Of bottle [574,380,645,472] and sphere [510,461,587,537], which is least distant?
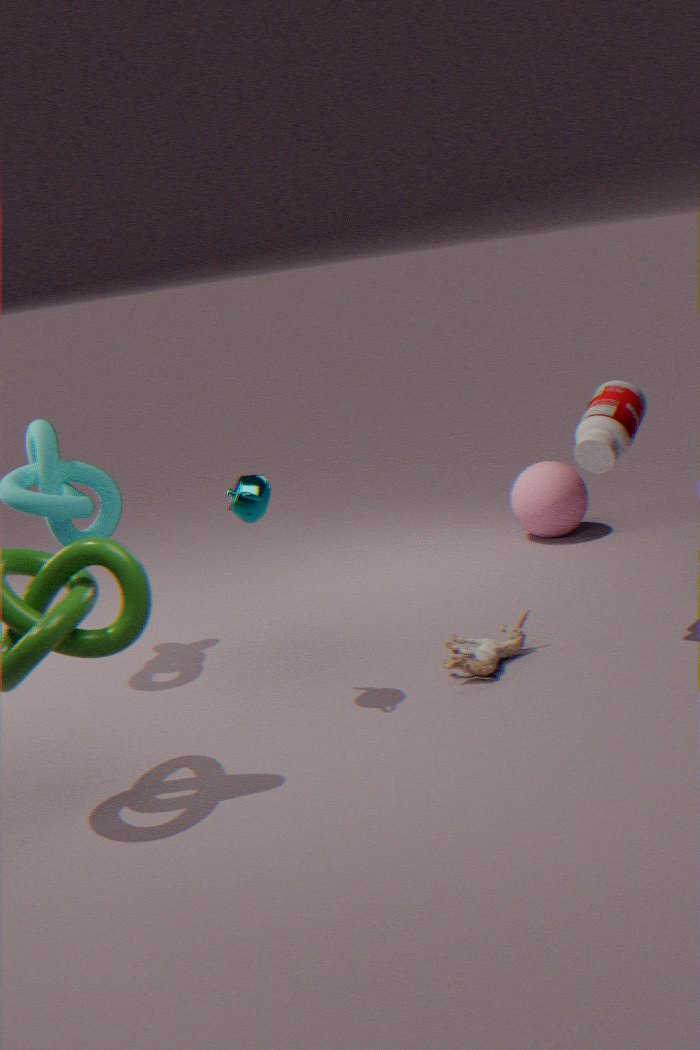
bottle [574,380,645,472]
